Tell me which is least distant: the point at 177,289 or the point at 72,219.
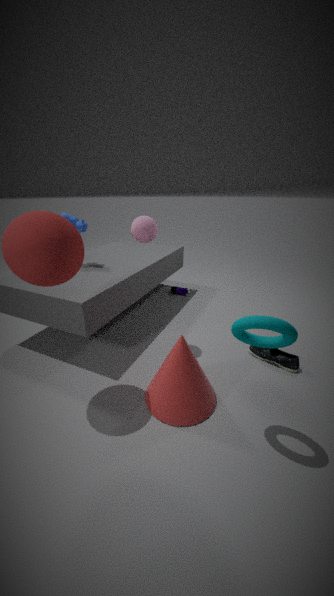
the point at 72,219
